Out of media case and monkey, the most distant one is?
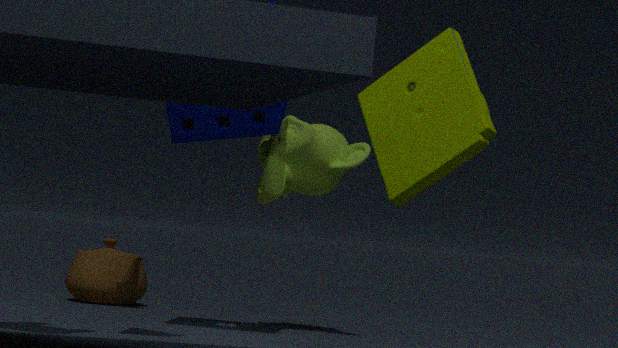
monkey
